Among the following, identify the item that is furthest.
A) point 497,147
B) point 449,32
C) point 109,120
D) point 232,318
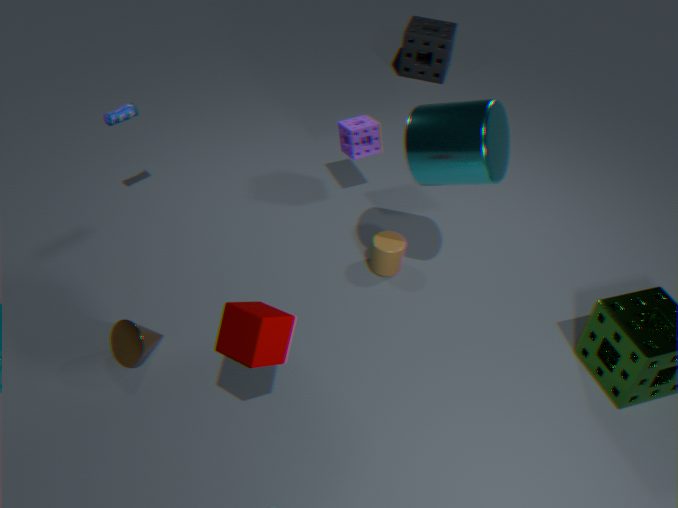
point 449,32
